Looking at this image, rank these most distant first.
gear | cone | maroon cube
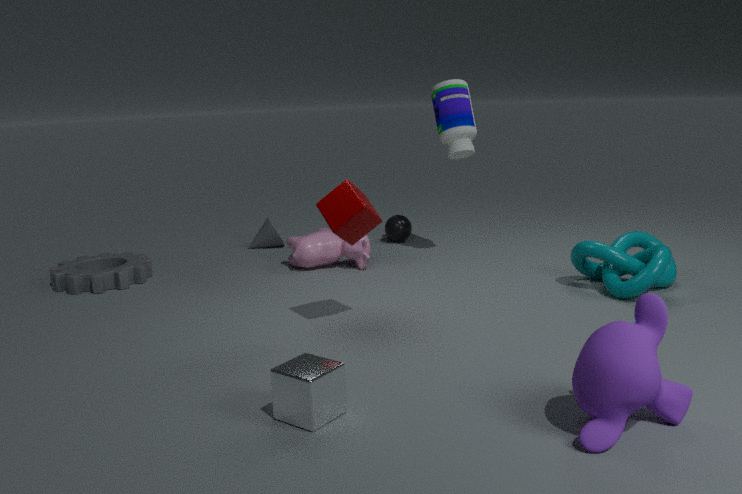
cone → gear → maroon cube
